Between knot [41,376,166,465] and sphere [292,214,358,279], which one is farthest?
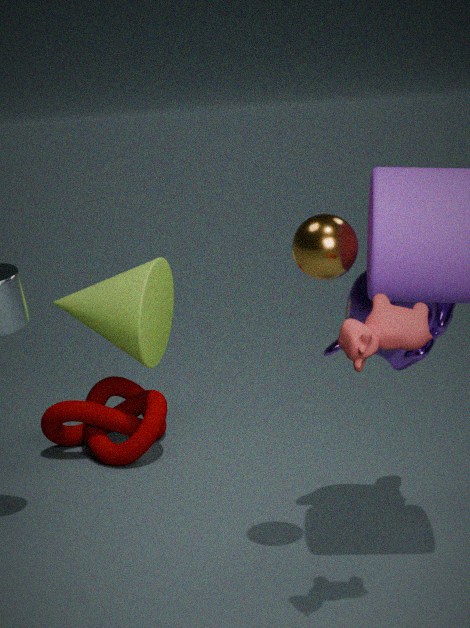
knot [41,376,166,465]
